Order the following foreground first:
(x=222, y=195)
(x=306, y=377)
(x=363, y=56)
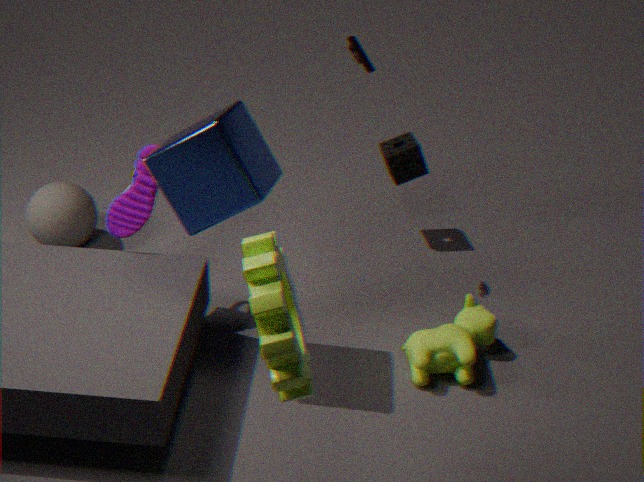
(x=306, y=377), (x=222, y=195), (x=363, y=56)
